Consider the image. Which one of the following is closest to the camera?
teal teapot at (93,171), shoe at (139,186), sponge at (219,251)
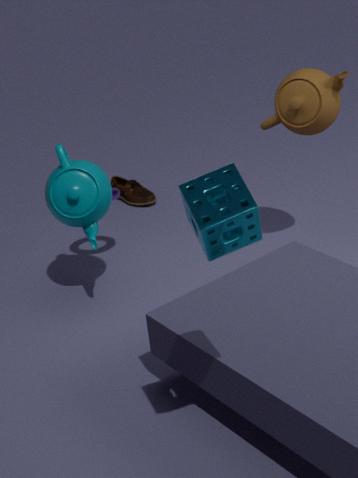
sponge at (219,251)
